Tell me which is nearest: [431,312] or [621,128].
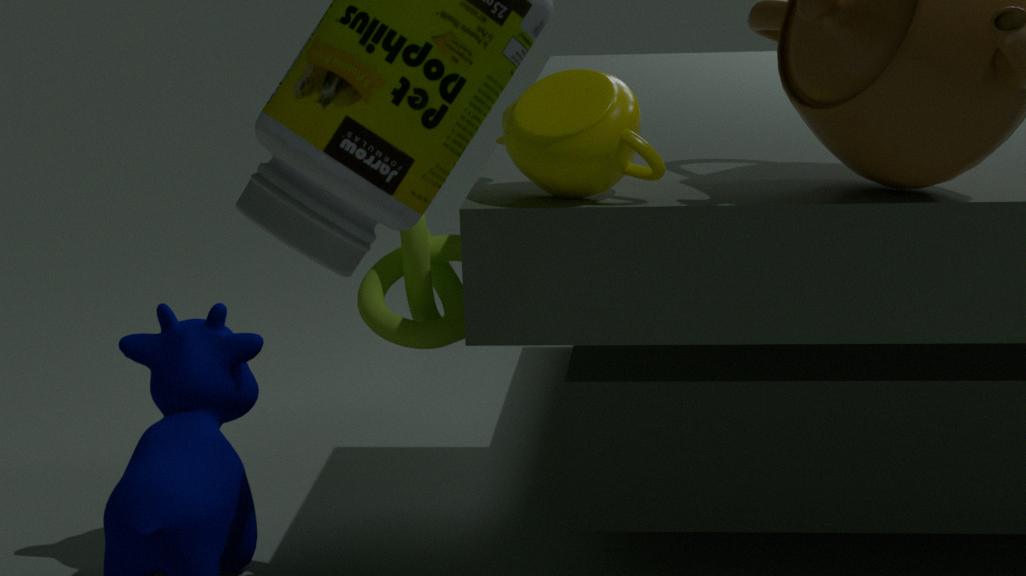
[621,128]
